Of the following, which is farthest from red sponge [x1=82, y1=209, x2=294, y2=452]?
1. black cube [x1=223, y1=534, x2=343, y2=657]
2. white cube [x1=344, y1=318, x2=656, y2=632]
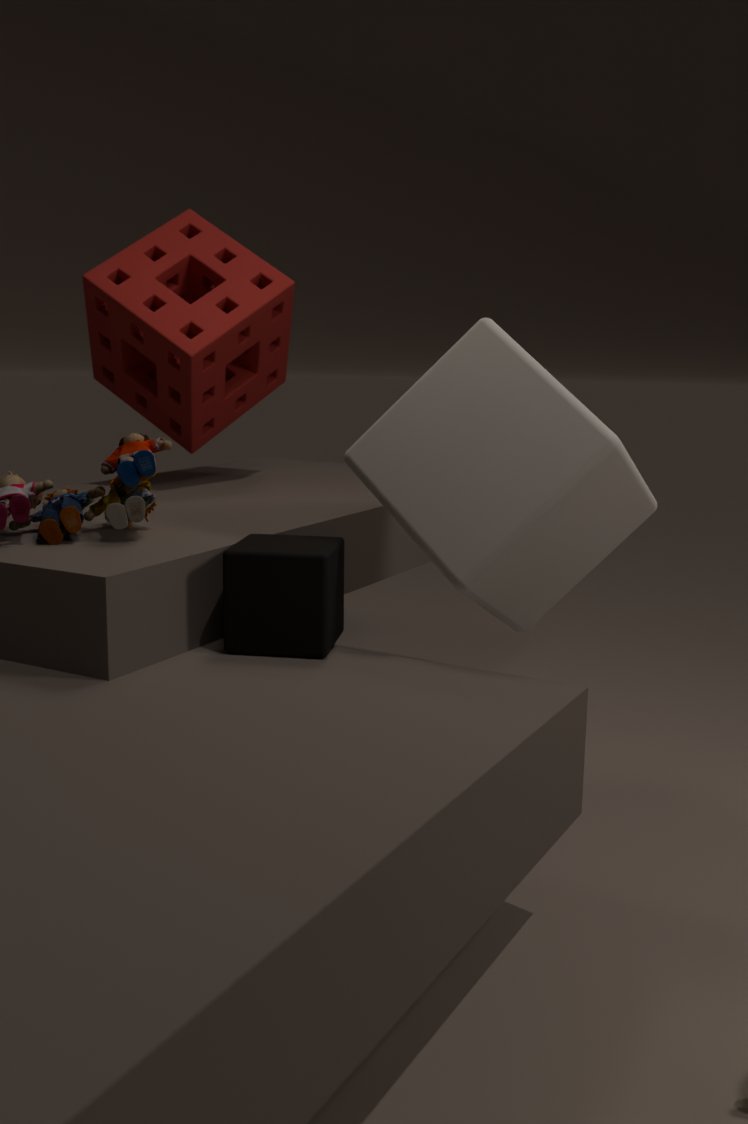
black cube [x1=223, y1=534, x2=343, y2=657]
